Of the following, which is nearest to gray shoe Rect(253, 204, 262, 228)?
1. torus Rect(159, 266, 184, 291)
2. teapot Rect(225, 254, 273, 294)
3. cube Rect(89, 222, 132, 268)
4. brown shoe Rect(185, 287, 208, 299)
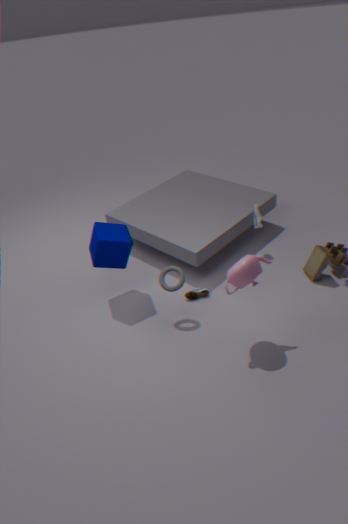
brown shoe Rect(185, 287, 208, 299)
